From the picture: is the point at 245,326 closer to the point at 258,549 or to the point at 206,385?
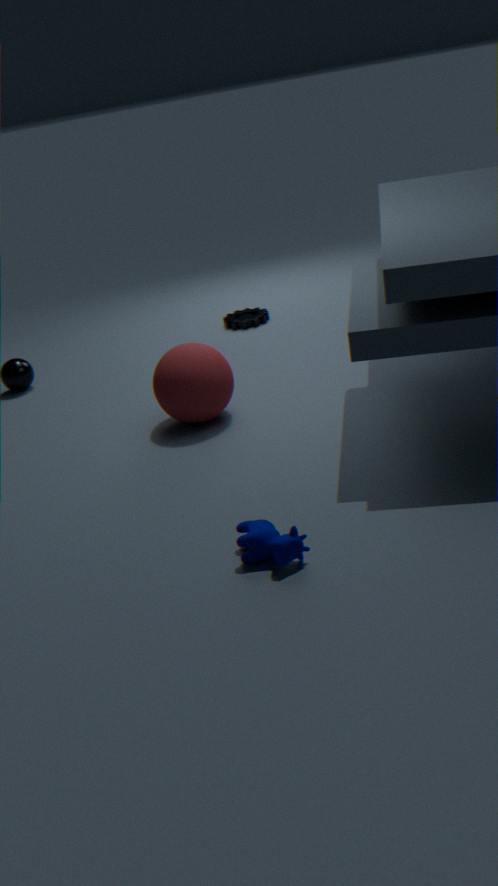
the point at 206,385
